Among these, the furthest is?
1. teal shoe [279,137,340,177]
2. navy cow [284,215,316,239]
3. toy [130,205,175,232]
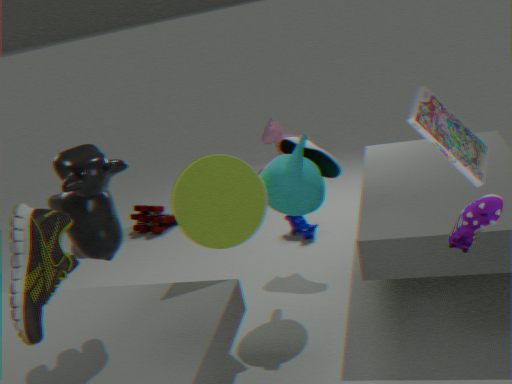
toy [130,205,175,232]
